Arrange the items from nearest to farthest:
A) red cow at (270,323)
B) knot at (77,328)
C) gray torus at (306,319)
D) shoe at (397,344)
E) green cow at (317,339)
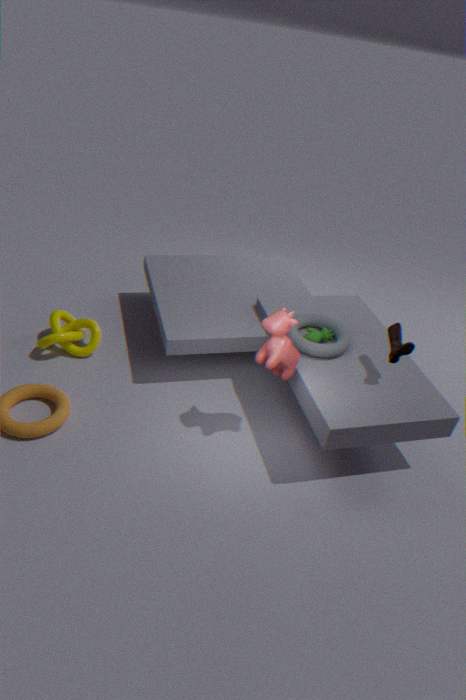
1. red cow at (270,323)
2. shoe at (397,344)
3. gray torus at (306,319)
4. green cow at (317,339)
5. knot at (77,328)
